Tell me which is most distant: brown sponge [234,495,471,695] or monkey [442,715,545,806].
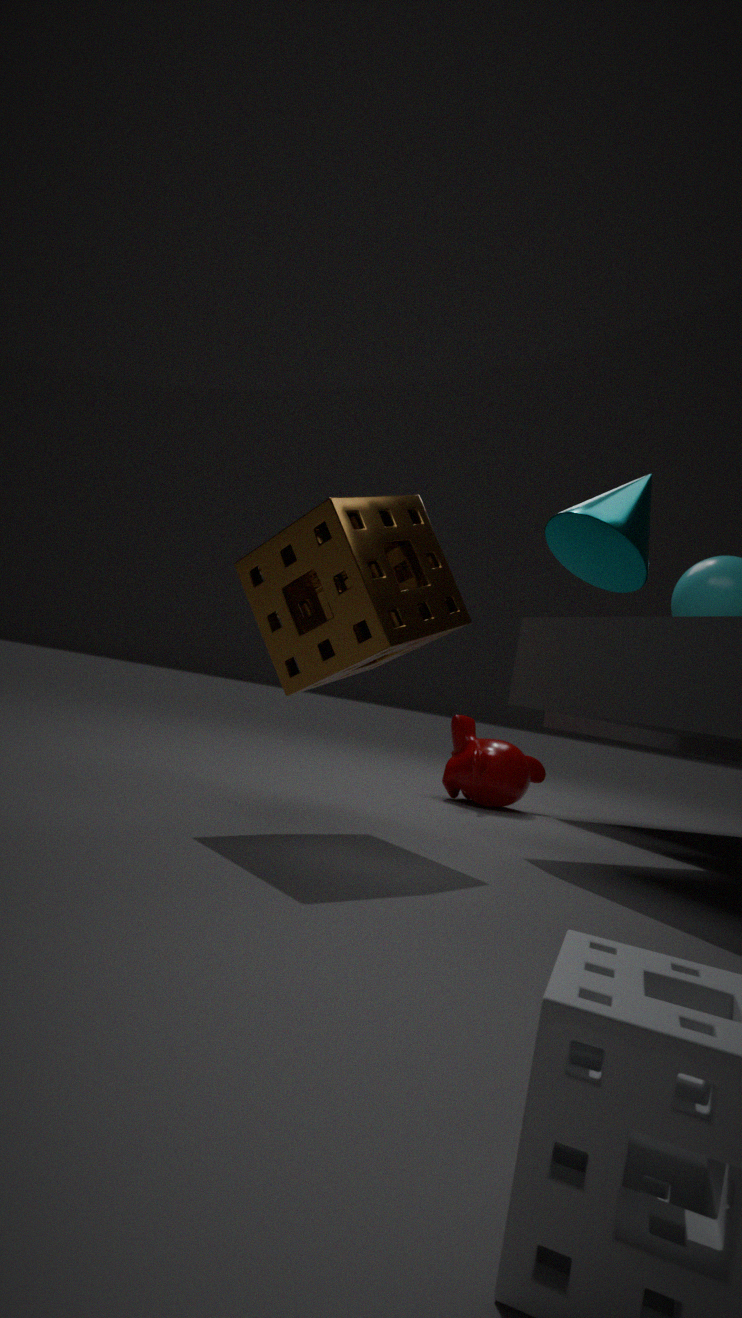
monkey [442,715,545,806]
